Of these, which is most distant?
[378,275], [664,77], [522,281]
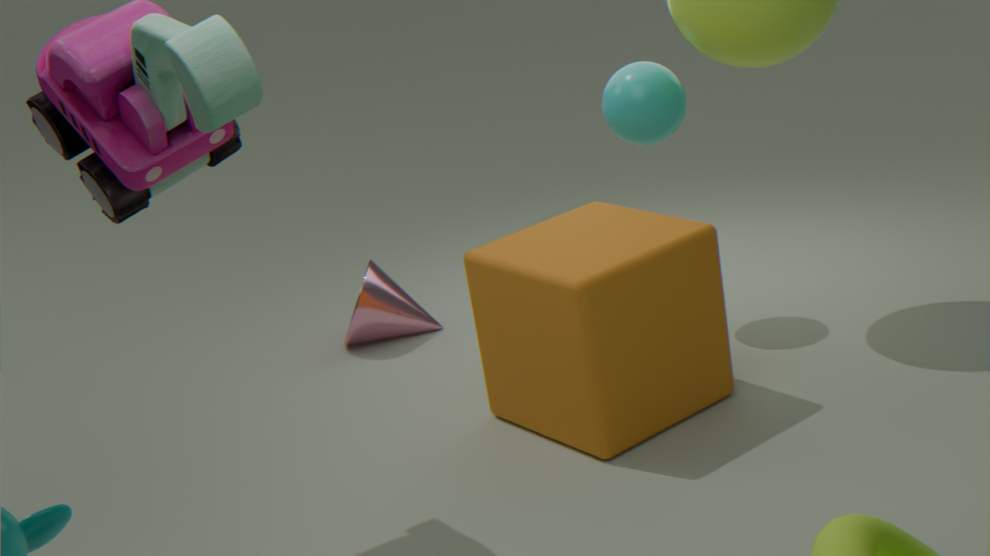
[378,275]
